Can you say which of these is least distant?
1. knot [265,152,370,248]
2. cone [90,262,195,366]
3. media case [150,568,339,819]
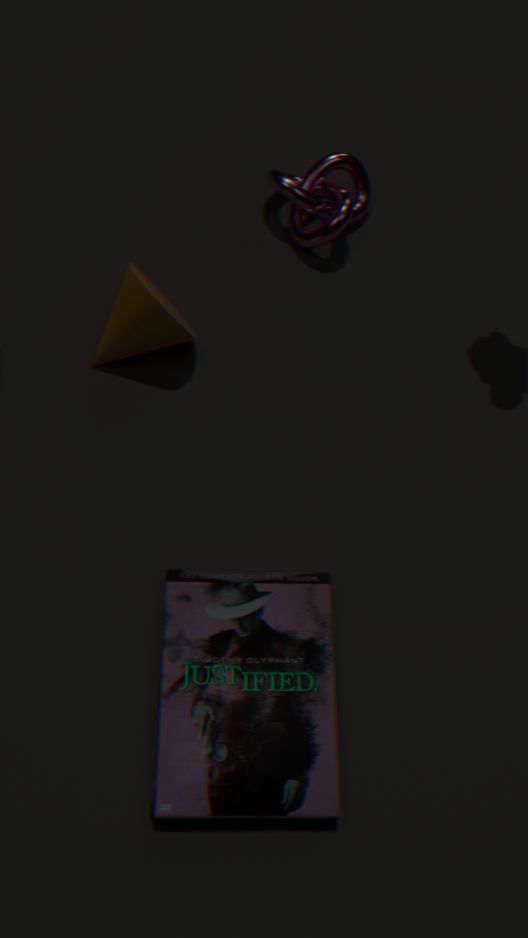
media case [150,568,339,819]
